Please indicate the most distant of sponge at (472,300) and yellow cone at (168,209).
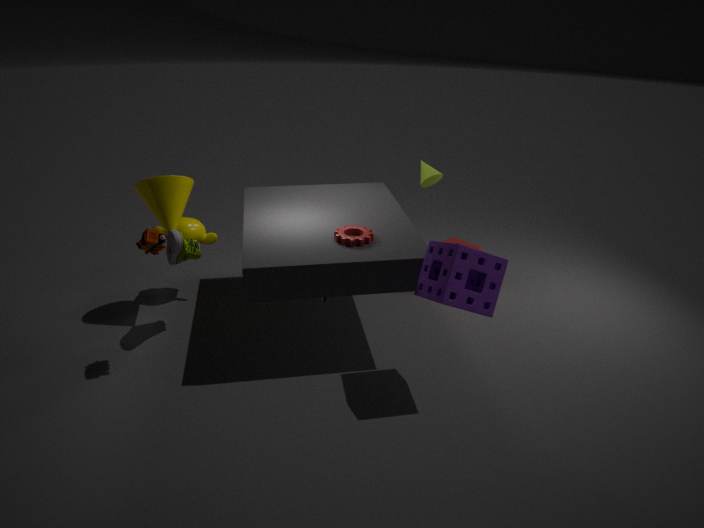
yellow cone at (168,209)
